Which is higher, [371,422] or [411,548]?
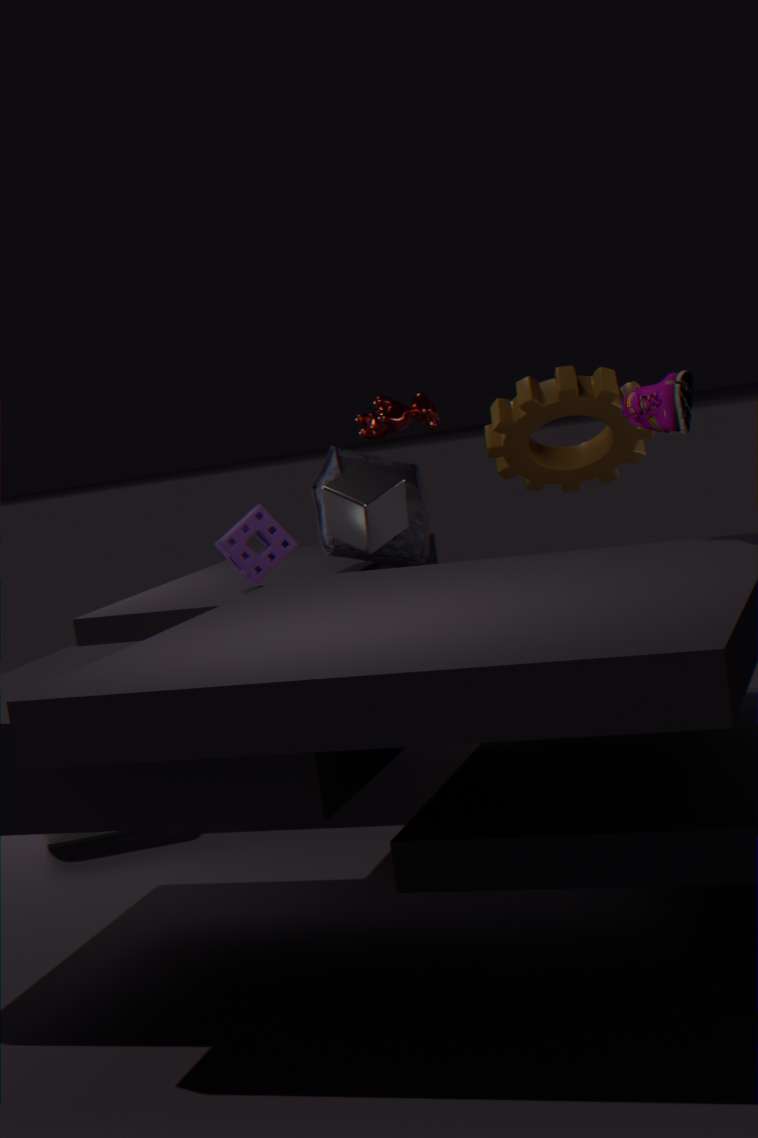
[371,422]
